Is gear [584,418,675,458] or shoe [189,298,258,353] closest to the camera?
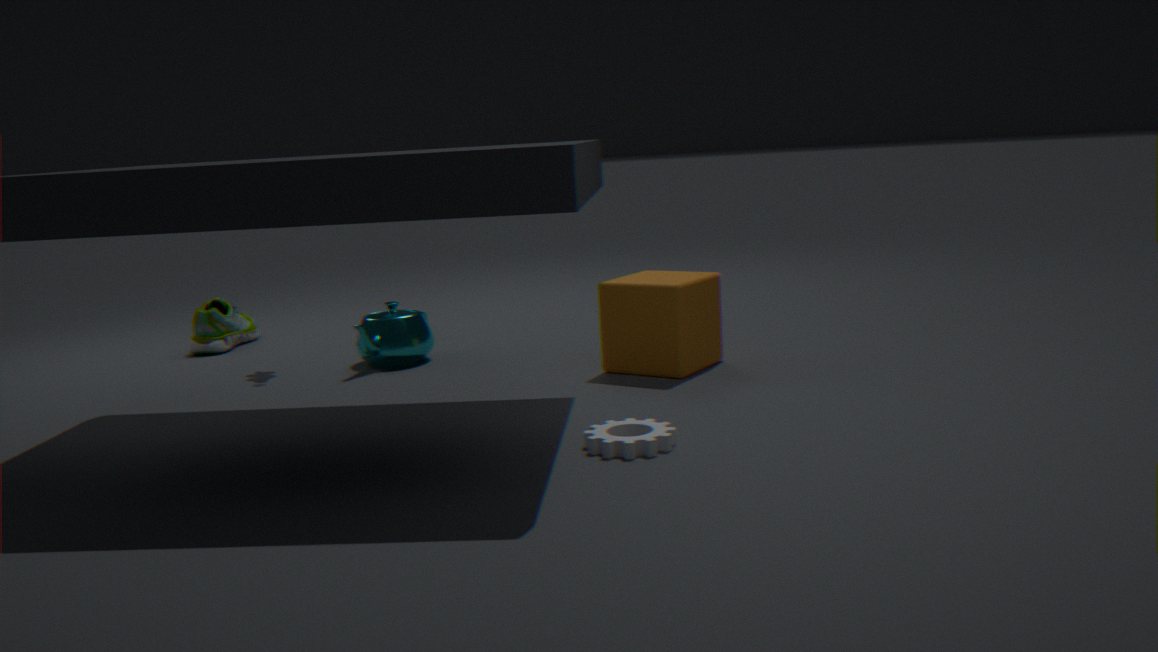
gear [584,418,675,458]
